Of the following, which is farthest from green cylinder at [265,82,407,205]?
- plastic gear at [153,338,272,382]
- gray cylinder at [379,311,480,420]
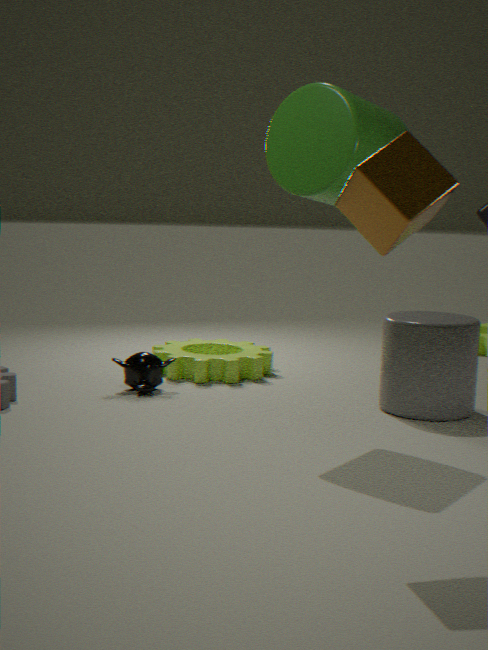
plastic gear at [153,338,272,382]
